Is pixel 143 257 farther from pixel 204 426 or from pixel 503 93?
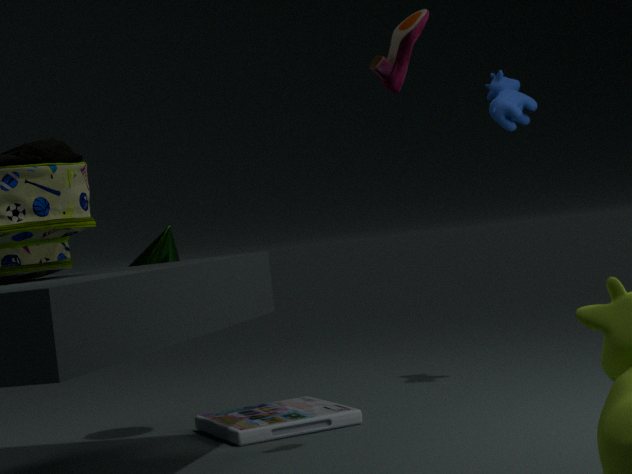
pixel 503 93
